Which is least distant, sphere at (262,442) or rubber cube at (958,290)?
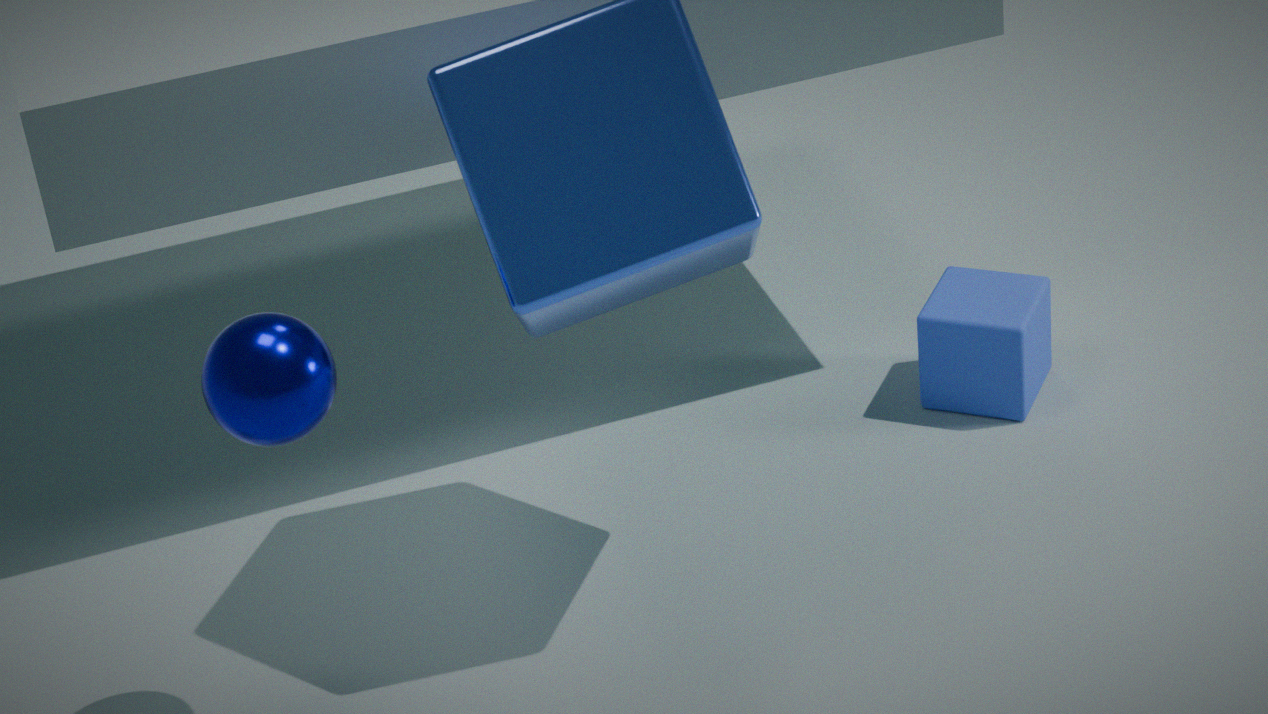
sphere at (262,442)
